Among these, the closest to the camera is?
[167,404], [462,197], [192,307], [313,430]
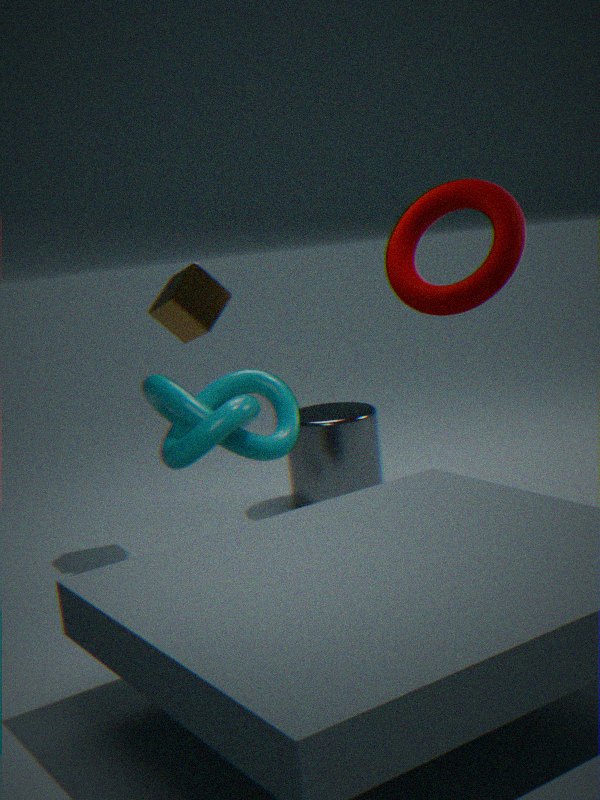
[167,404]
